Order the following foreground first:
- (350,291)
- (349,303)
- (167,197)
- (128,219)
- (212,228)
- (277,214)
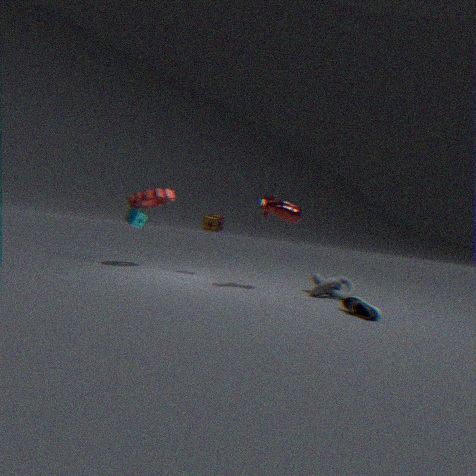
(349,303)
(277,214)
(350,291)
(167,197)
(212,228)
(128,219)
